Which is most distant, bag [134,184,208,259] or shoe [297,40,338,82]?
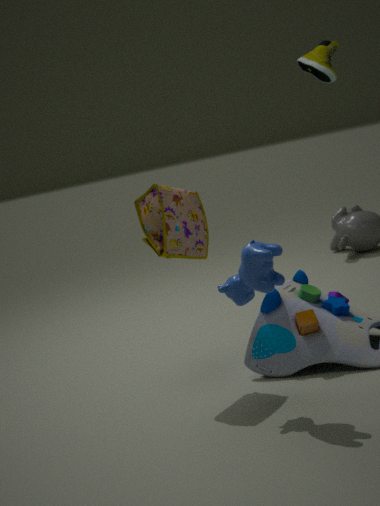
shoe [297,40,338,82]
